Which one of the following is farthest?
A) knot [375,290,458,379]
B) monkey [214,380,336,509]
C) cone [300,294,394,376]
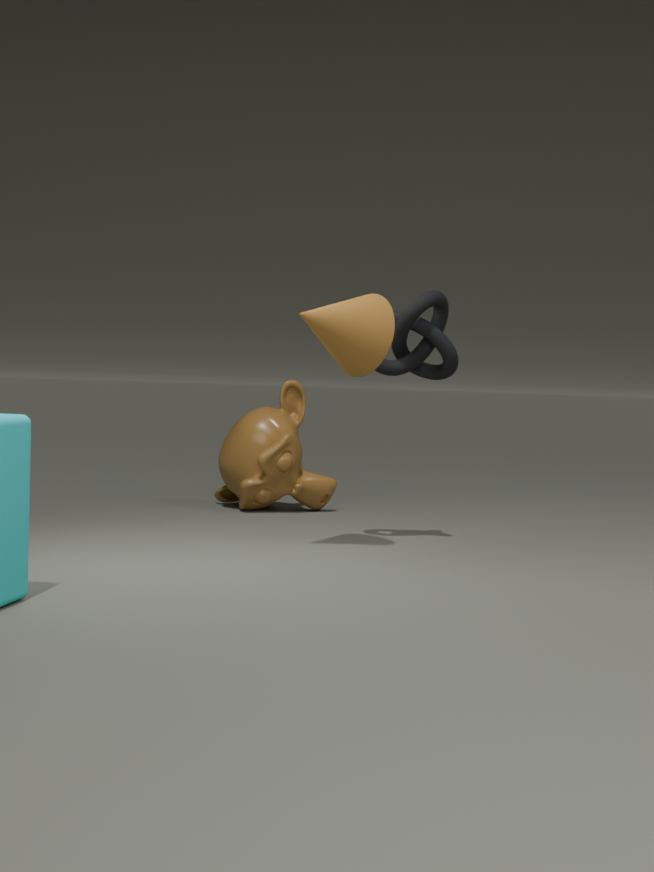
monkey [214,380,336,509]
